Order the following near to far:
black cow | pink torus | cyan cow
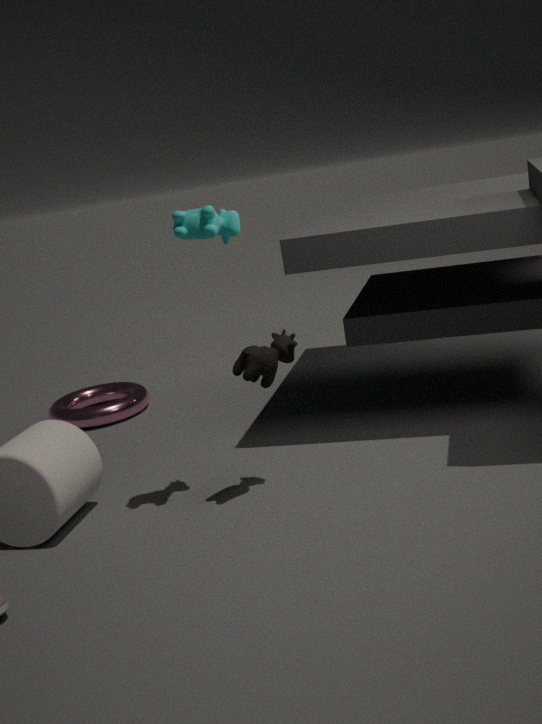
cyan cow < black cow < pink torus
